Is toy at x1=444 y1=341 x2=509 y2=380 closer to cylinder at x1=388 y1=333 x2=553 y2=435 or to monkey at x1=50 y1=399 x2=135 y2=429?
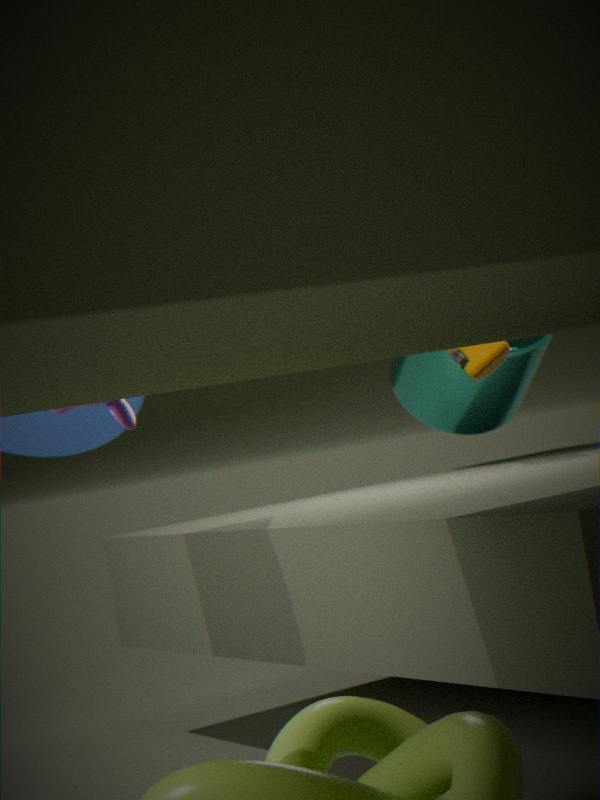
cylinder at x1=388 y1=333 x2=553 y2=435
